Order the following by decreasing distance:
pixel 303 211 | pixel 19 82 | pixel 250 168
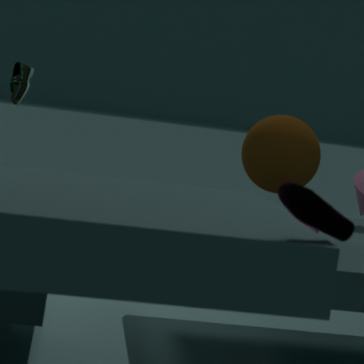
pixel 19 82 → pixel 250 168 → pixel 303 211
